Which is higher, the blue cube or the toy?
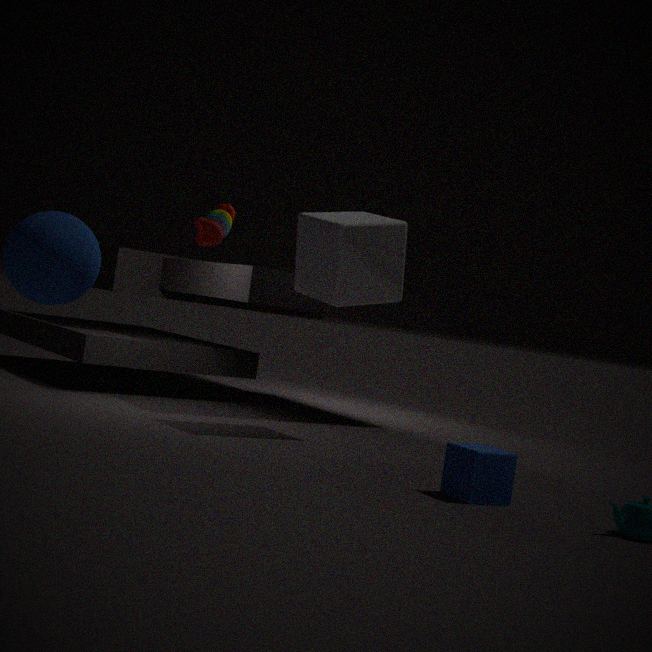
the toy
